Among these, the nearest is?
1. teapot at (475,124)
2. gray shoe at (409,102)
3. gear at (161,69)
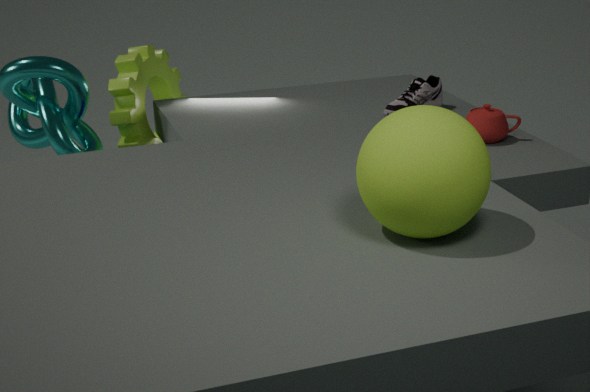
teapot at (475,124)
